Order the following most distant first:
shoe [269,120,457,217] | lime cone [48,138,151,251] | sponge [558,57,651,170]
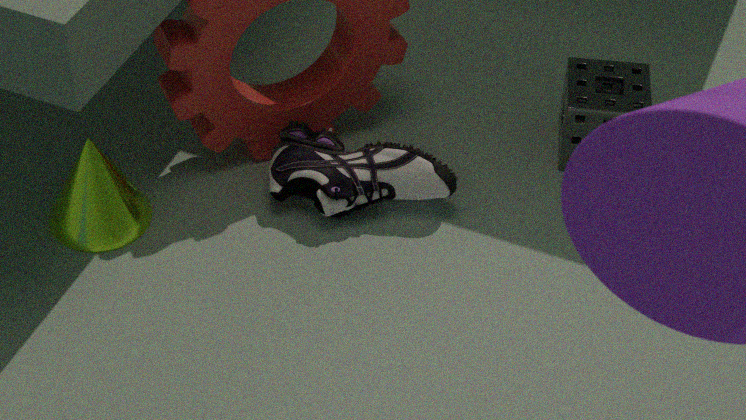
sponge [558,57,651,170], shoe [269,120,457,217], lime cone [48,138,151,251]
